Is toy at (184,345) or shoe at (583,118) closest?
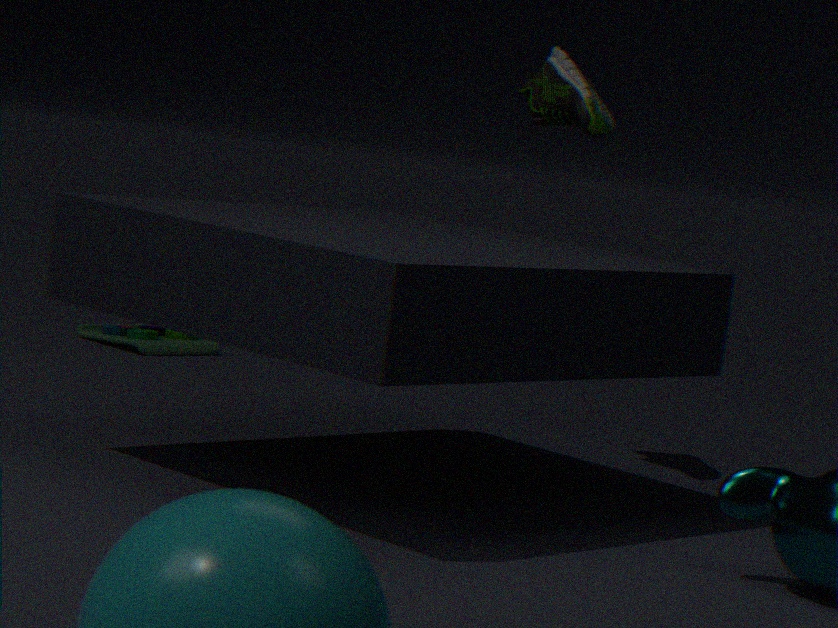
shoe at (583,118)
